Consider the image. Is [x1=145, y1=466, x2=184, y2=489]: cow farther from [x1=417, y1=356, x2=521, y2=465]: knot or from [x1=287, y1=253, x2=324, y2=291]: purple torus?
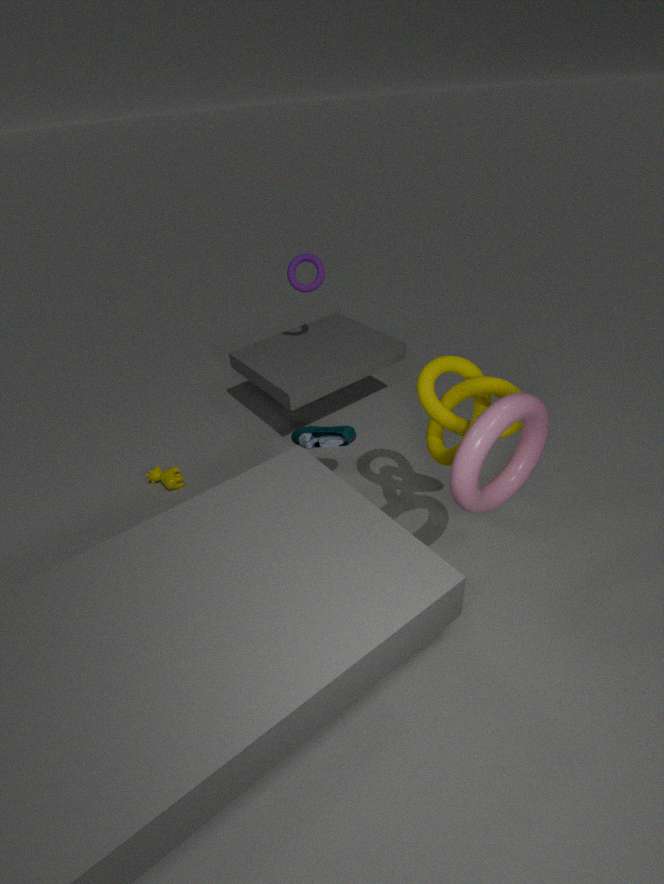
[x1=417, y1=356, x2=521, y2=465]: knot
